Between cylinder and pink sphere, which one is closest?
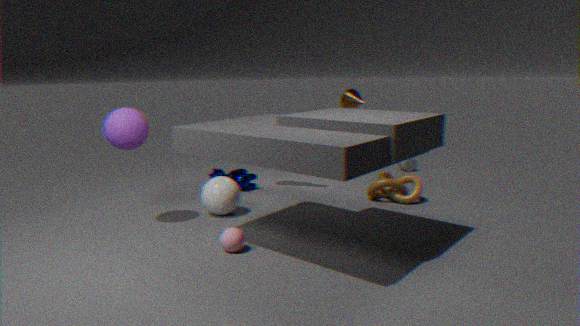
pink sphere
